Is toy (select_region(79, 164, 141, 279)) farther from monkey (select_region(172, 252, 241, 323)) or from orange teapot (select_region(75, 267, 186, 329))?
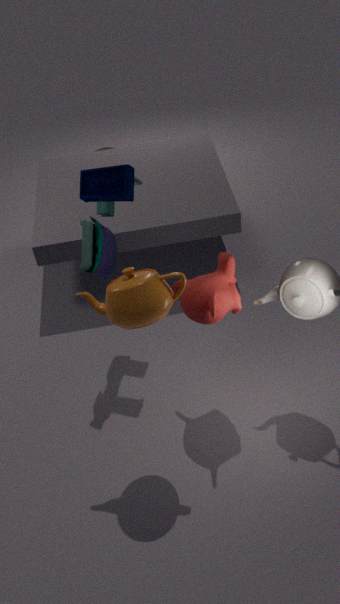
monkey (select_region(172, 252, 241, 323))
